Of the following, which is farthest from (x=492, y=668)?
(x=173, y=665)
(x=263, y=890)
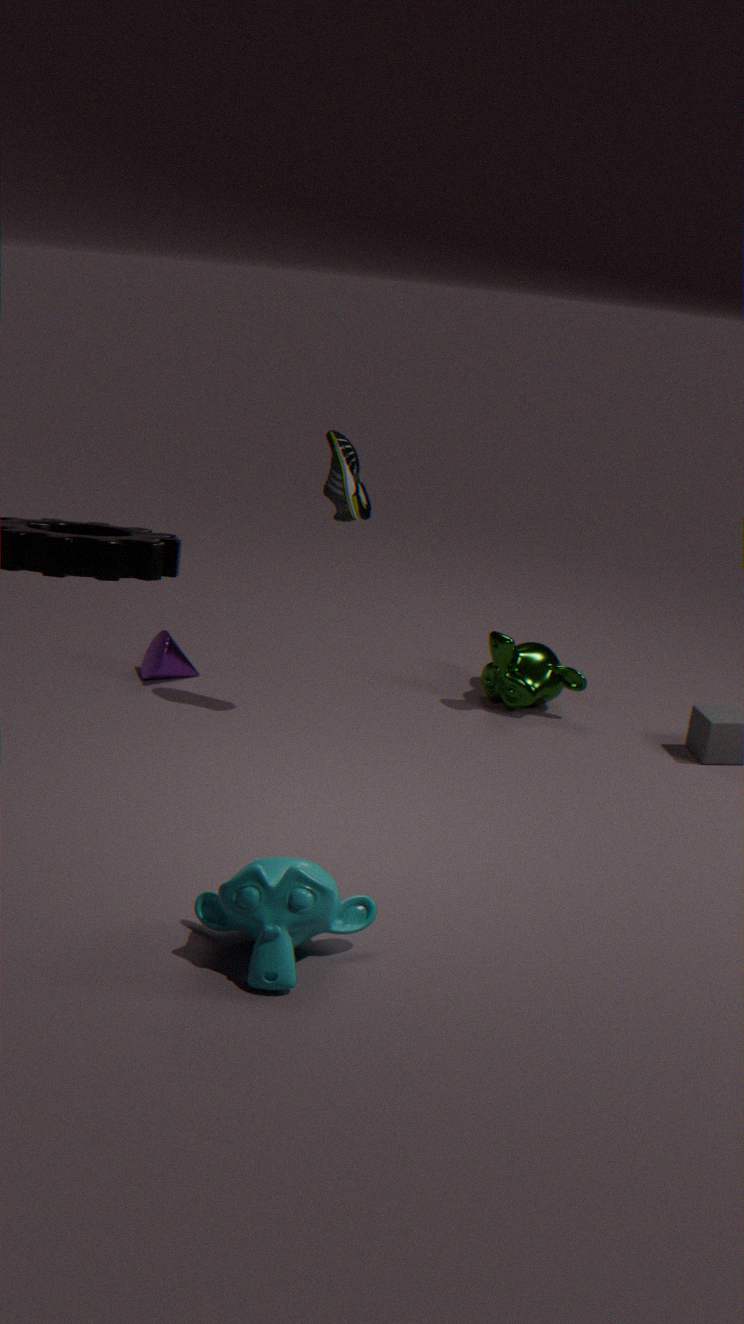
(x=263, y=890)
